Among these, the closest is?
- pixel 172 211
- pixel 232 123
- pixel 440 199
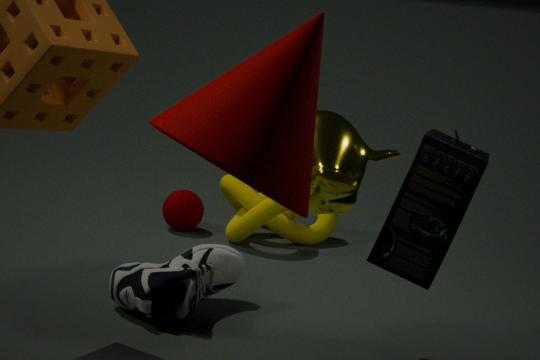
pixel 232 123
